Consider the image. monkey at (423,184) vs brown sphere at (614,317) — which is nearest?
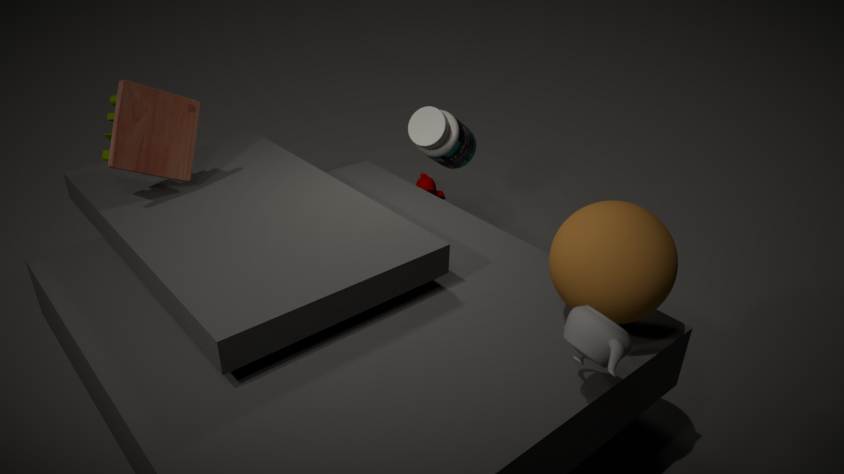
brown sphere at (614,317)
